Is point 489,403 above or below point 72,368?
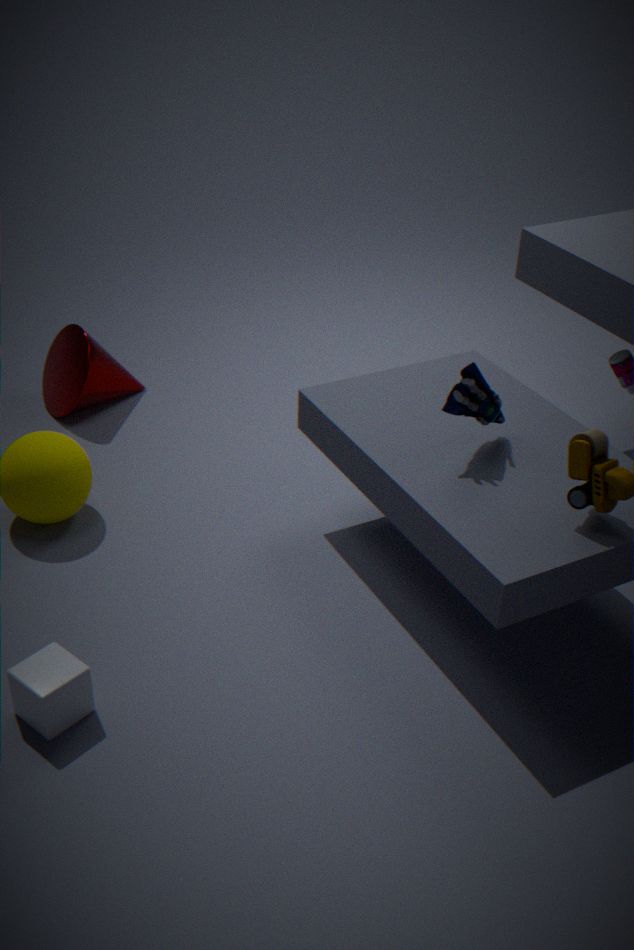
above
